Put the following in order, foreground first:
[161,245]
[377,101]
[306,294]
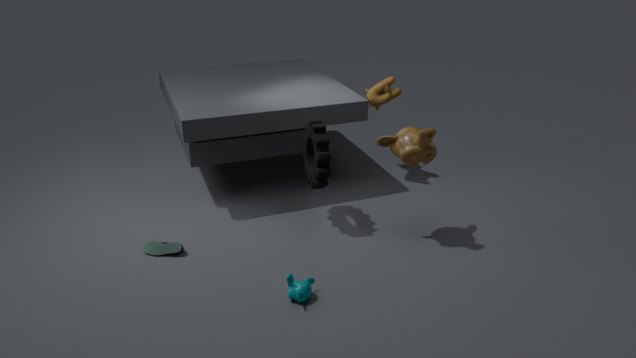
[306,294] < [161,245] < [377,101]
